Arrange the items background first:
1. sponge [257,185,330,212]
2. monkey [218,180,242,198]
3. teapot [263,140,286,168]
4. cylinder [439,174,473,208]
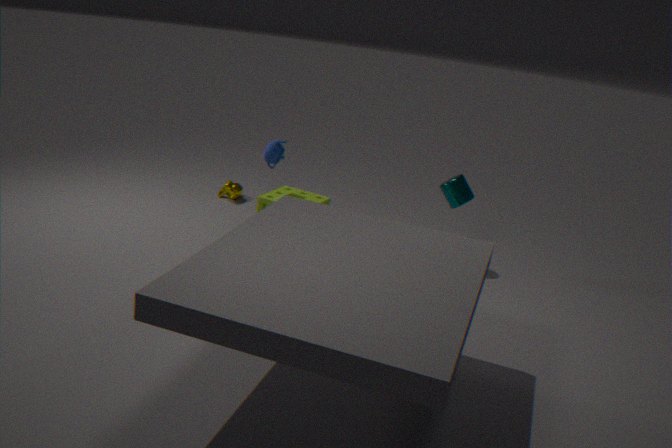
monkey [218,180,242,198]
teapot [263,140,286,168]
cylinder [439,174,473,208]
sponge [257,185,330,212]
